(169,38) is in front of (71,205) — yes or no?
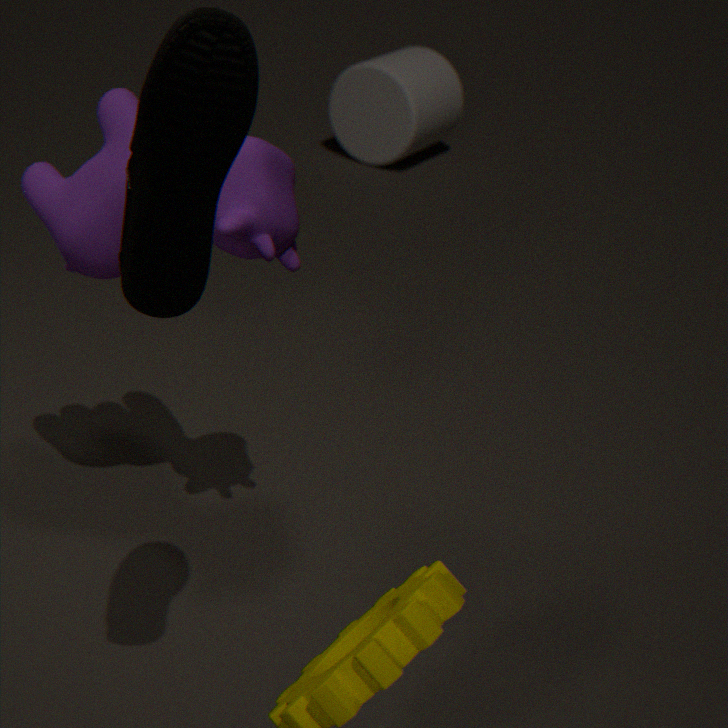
Yes
